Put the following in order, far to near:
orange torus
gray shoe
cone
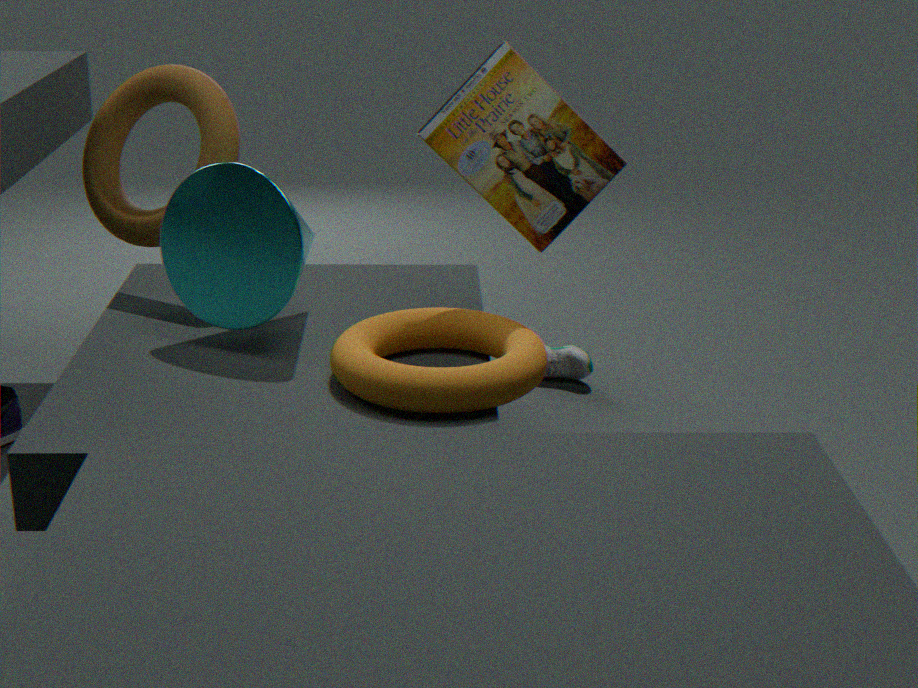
gray shoe, cone, orange torus
